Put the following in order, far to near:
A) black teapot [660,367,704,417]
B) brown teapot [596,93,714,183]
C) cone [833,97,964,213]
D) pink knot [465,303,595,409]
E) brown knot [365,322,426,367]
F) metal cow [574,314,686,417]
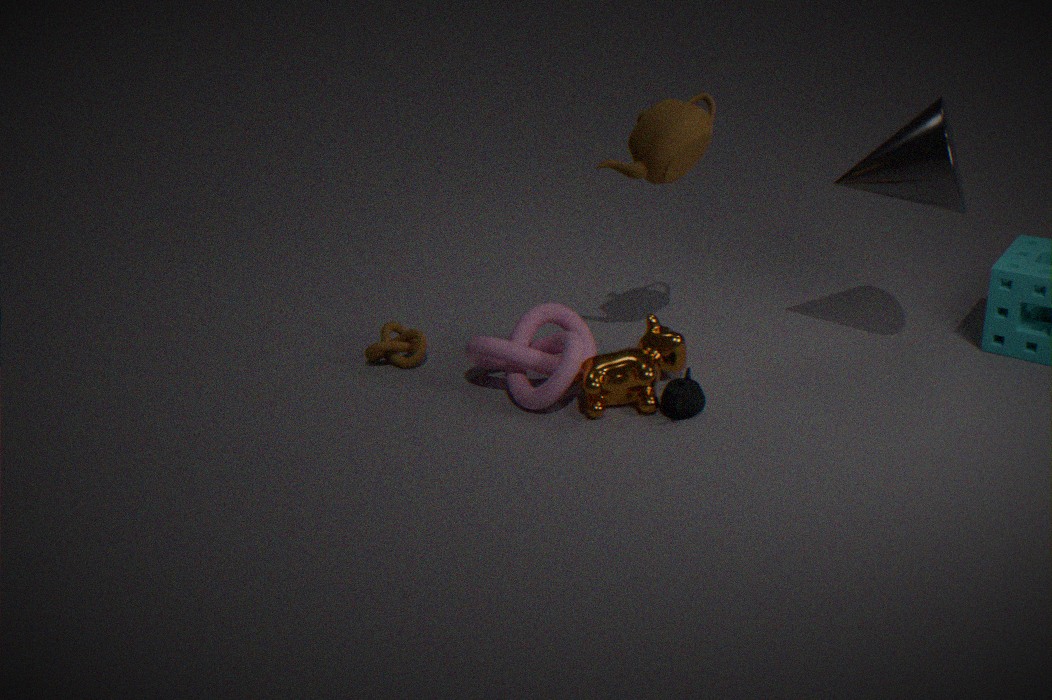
brown knot [365,322,426,367]
pink knot [465,303,595,409]
metal cow [574,314,686,417]
black teapot [660,367,704,417]
brown teapot [596,93,714,183]
cone [833,97,964,213]
